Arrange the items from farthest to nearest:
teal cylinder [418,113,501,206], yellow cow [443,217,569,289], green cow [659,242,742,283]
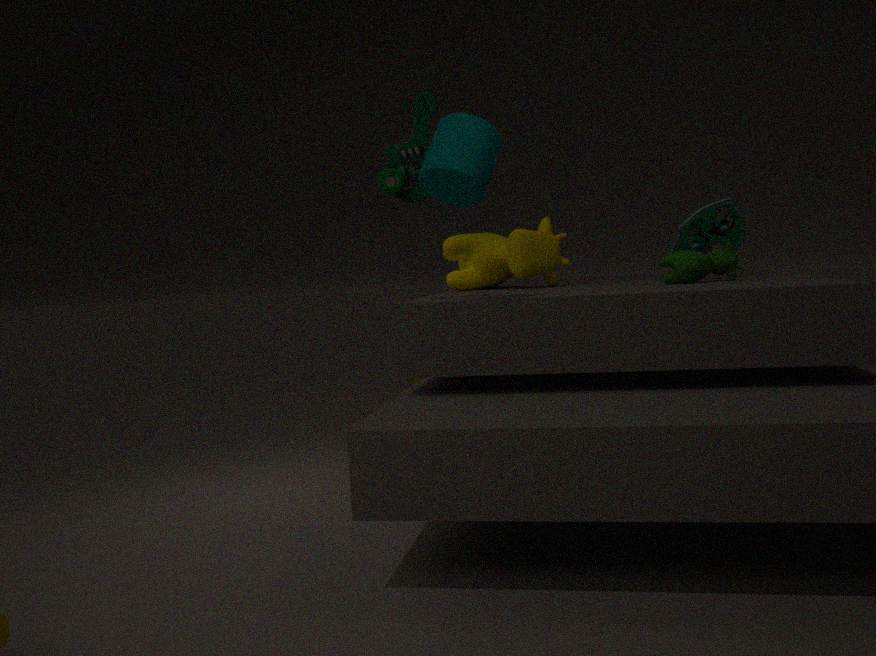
1. yellow cow [443,217,569,289]
2. green cow [659,242,742,283]
3. teal cylinder [418,113,501,206]
